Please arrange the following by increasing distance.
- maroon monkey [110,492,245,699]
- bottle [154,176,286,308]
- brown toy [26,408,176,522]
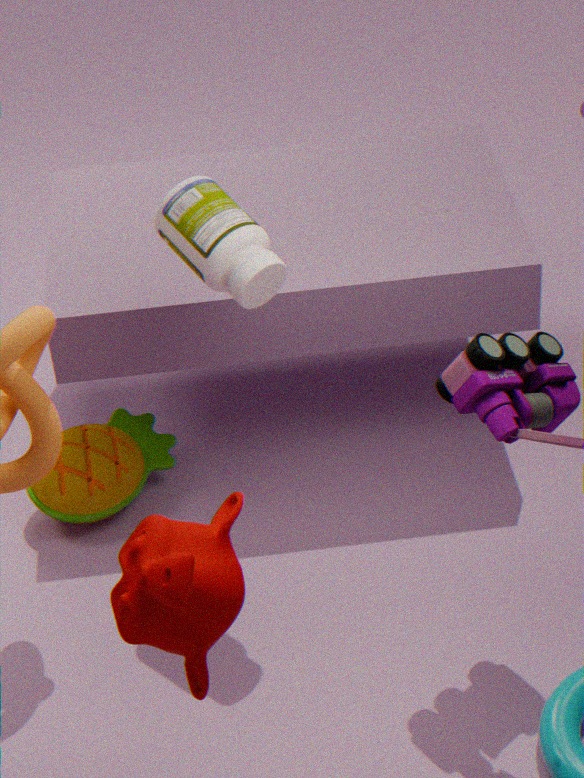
maroon monkey [110,492,245,699] → bottle [154,176,286,308] → brown toy [26,408,176,522]
